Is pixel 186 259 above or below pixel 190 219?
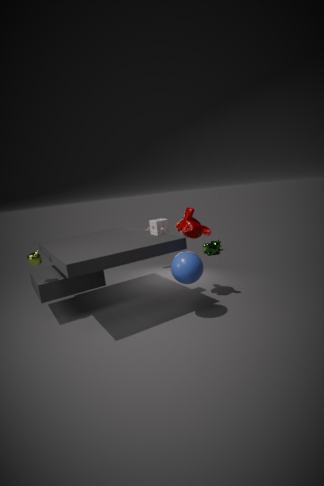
below
